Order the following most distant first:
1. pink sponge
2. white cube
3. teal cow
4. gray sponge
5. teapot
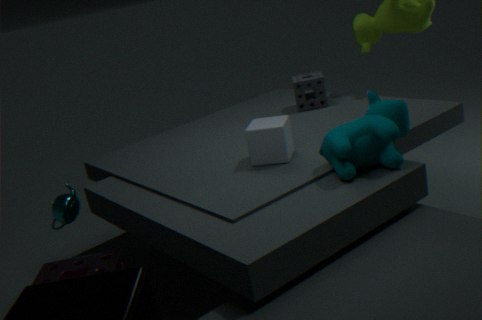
gray sponge, teapot, white cube, pink sponge, teal cow
